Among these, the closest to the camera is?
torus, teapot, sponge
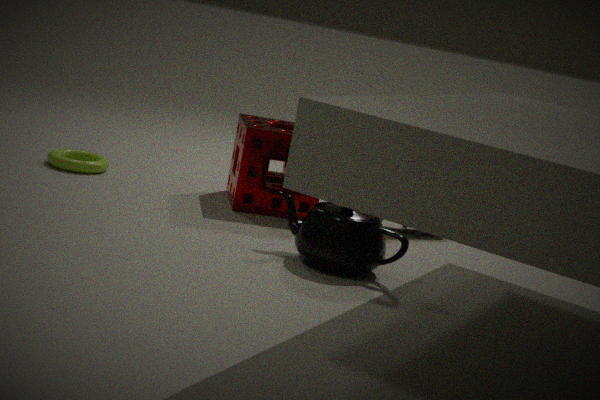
teapot
